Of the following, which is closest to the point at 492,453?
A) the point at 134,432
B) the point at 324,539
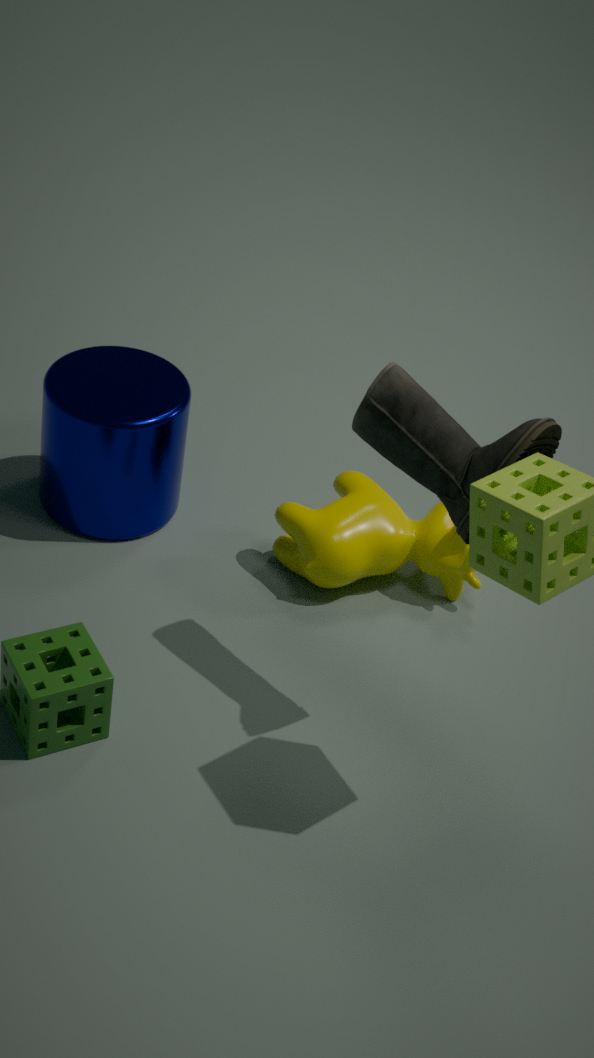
the point at 324,539
